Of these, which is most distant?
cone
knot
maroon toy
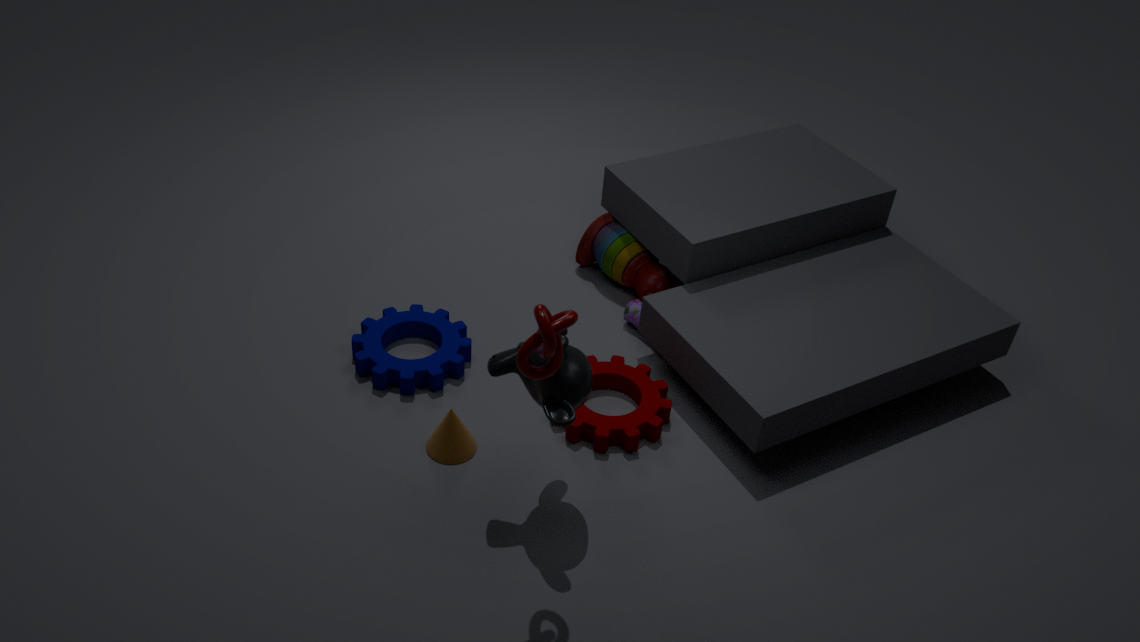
maroon toy
